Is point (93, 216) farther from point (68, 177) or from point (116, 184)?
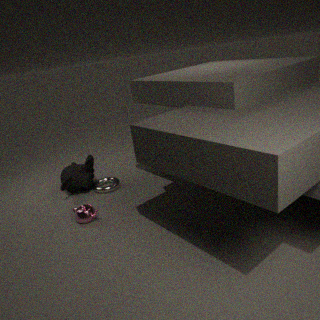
point (68, 177)
